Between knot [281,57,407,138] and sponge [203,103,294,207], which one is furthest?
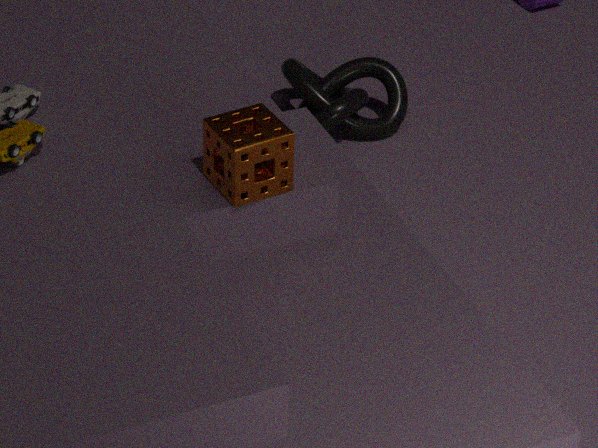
knot [281,57,407,138]
